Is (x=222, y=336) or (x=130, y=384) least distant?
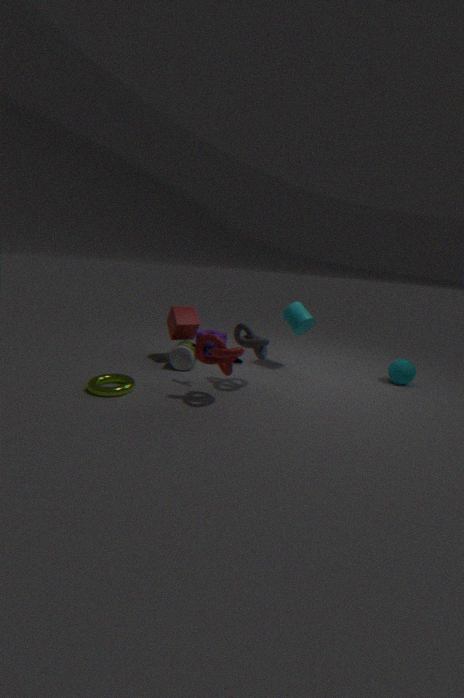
(x=130, y=384)
